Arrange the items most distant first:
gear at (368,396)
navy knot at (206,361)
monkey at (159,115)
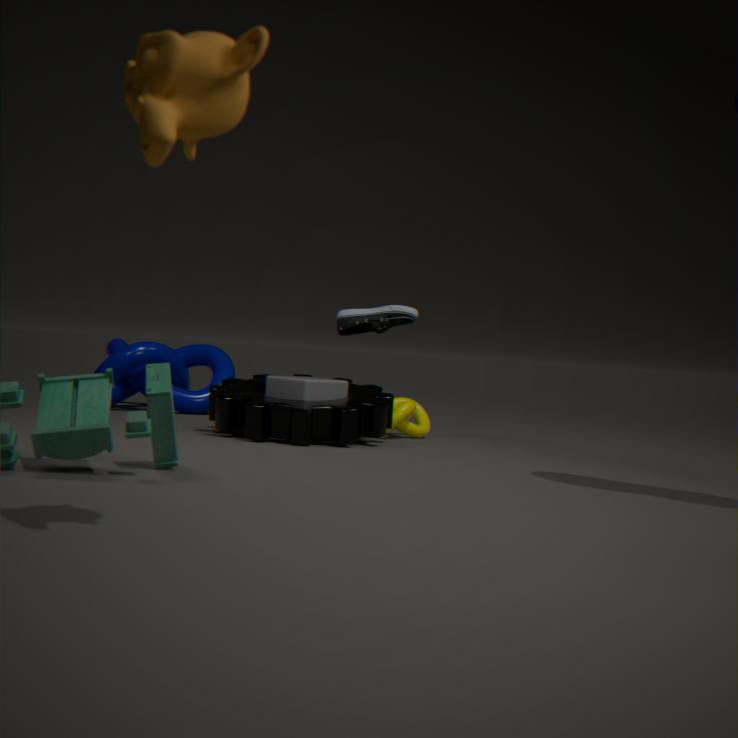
navy knot at (206,361) → gear at (368,396) → monkey at (159,115)
